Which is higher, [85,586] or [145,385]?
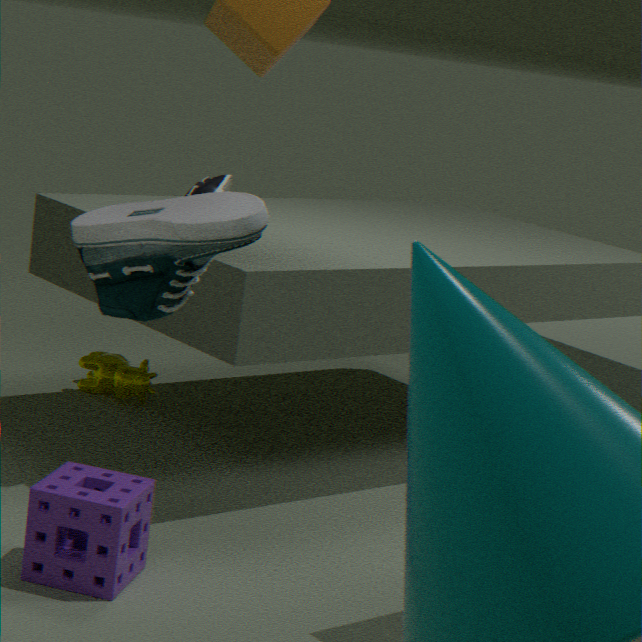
[85,586]
